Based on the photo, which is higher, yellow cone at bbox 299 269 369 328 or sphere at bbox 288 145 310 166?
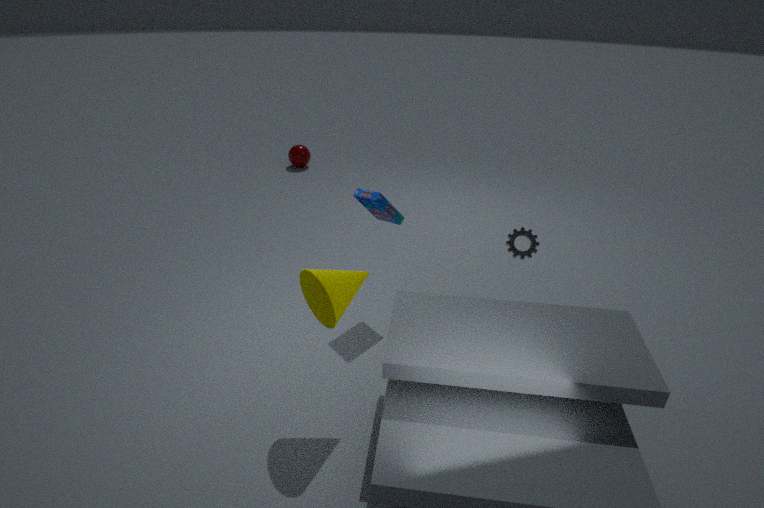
yellow cone at bbox 299 269 369 328
